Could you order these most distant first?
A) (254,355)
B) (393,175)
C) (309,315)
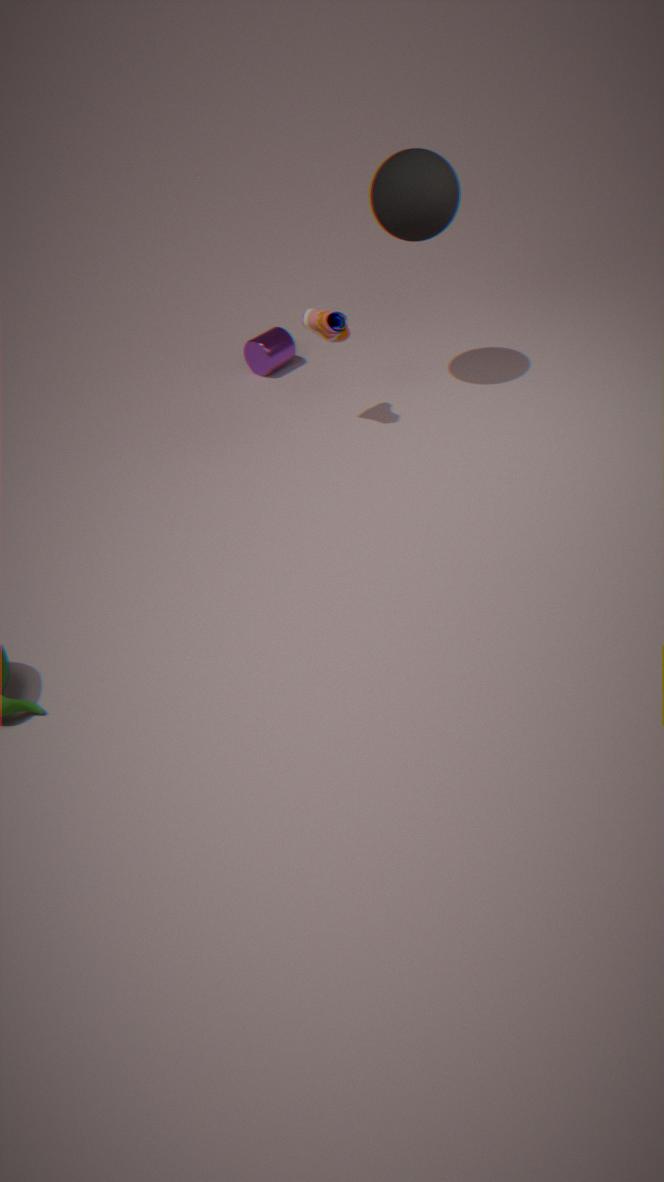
(254,355), (309,315), (393,175)
